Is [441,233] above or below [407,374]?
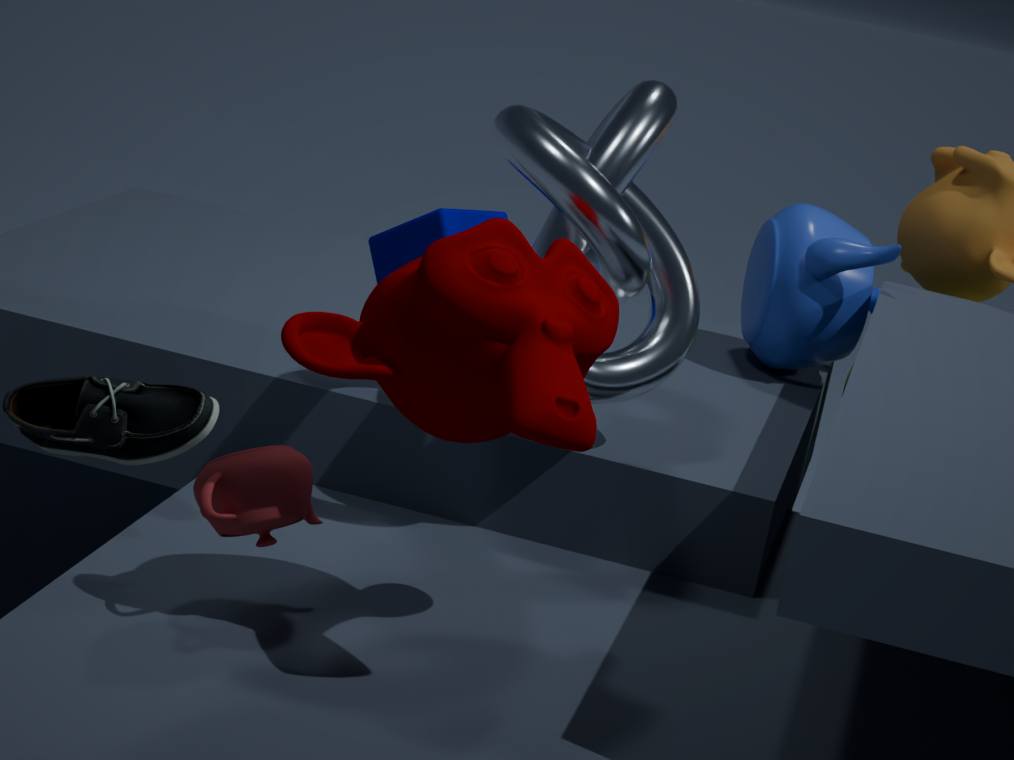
below
